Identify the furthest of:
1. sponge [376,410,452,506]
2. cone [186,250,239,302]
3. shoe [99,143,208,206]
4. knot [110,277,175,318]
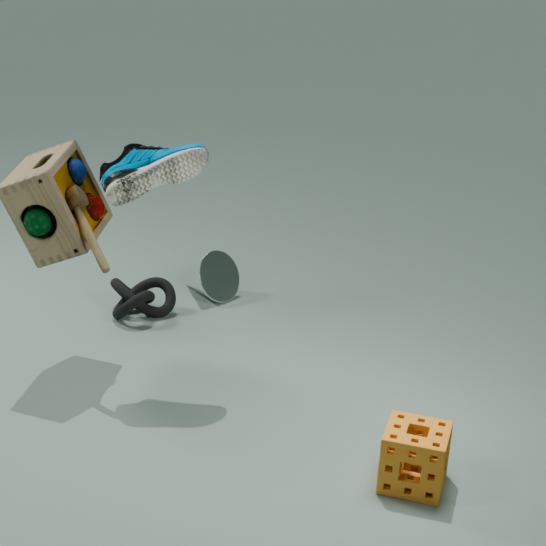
cone [186,250,239,302]
